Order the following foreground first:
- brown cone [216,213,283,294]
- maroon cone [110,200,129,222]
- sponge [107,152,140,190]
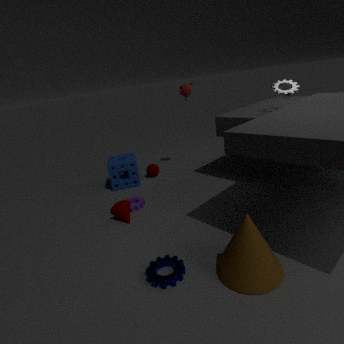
brown cone [216,213,283,294], maroon cone [110,200,129,222], sponge [107,152,140,190]
